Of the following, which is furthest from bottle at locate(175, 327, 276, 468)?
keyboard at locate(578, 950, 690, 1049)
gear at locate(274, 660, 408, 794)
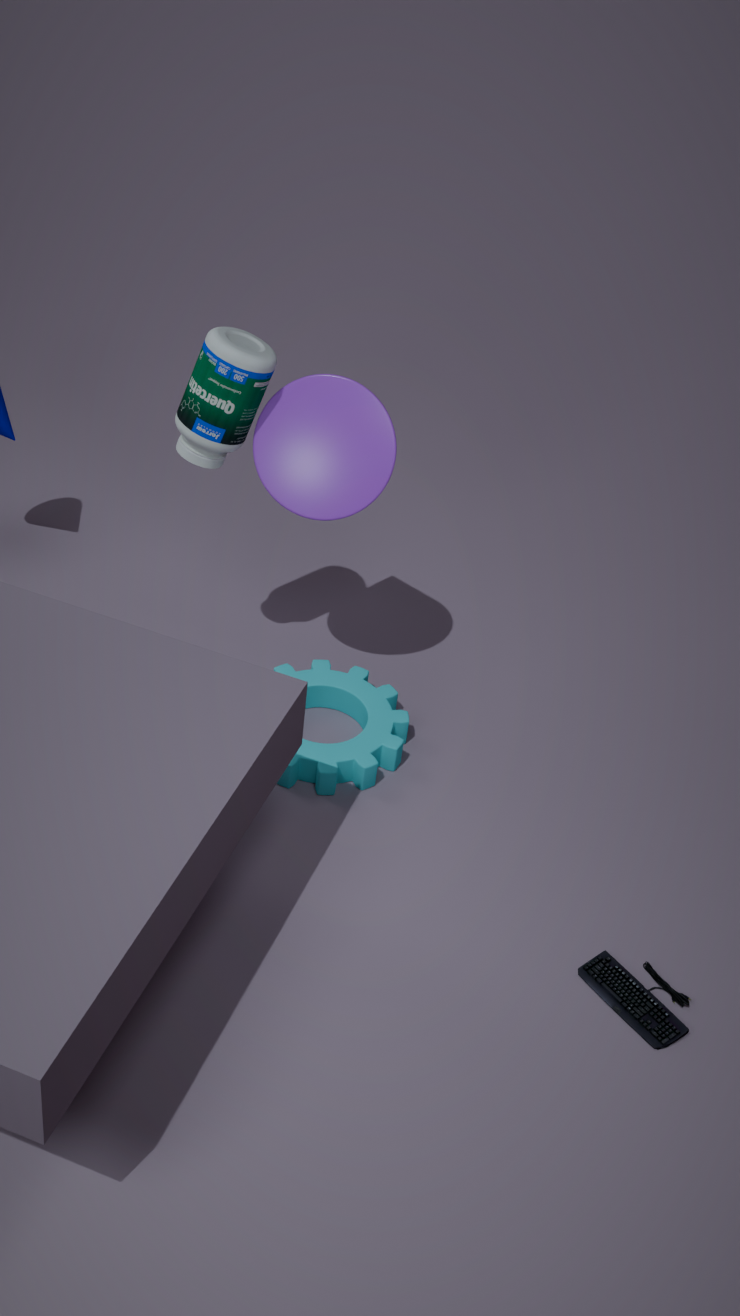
keyboard at locate(578, 950, 690, 1049)
